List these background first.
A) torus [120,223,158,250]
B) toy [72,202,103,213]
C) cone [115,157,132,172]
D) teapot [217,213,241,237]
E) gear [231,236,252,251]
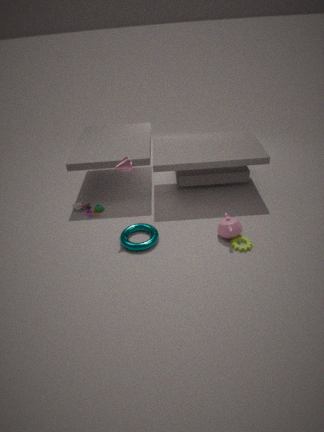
toy [72,202,103,213] → torus [120,223,158,250] → teapot [217,213,241,237] → cone [115,157,132,172] → gear [231,236,252,251]
